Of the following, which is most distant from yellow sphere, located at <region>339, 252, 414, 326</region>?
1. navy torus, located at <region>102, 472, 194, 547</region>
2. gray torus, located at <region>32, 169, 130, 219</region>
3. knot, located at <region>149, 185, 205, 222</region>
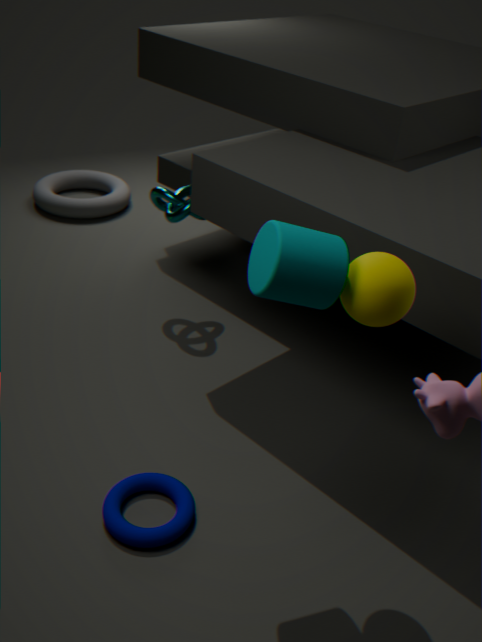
gray torus, located at <region>32, 169, 130, 219</region>
